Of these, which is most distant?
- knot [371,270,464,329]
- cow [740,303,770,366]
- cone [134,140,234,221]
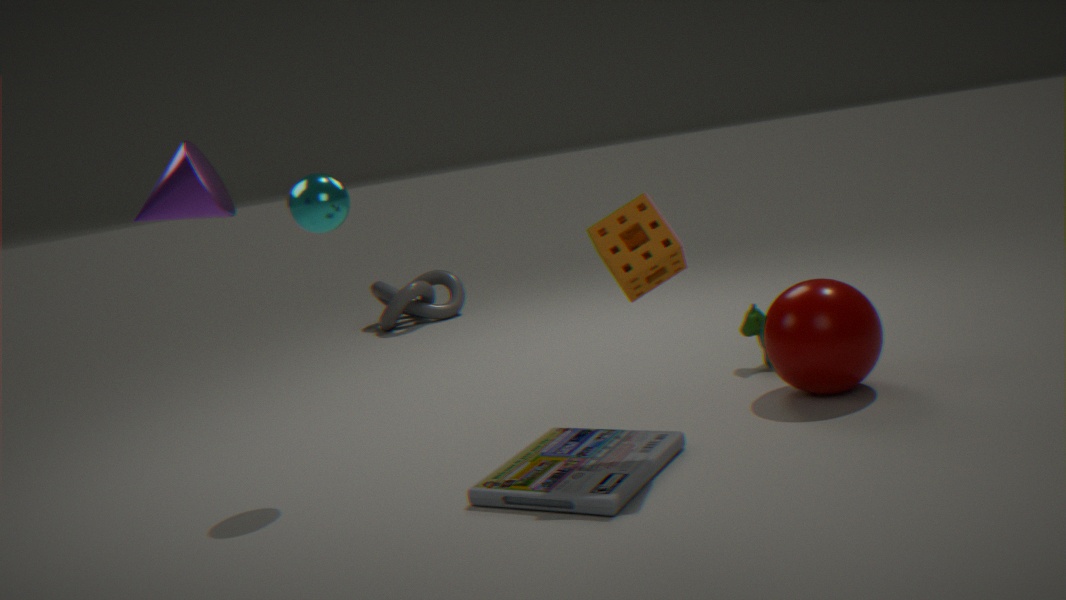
knot [371,270,464,329]
